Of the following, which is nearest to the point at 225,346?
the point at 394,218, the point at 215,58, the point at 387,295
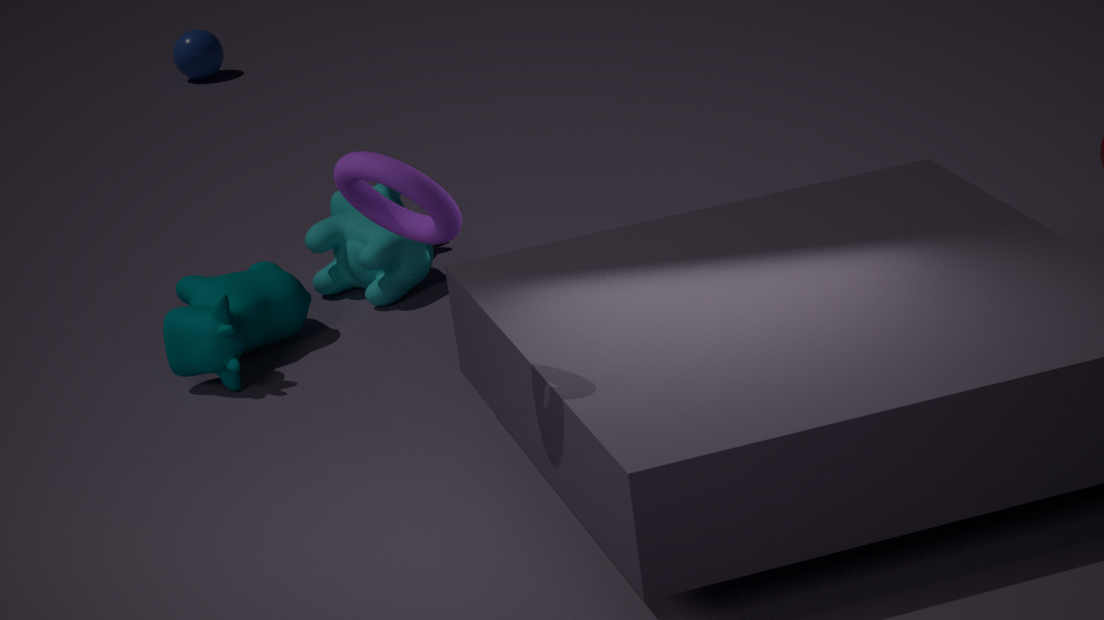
the point at 387,295
